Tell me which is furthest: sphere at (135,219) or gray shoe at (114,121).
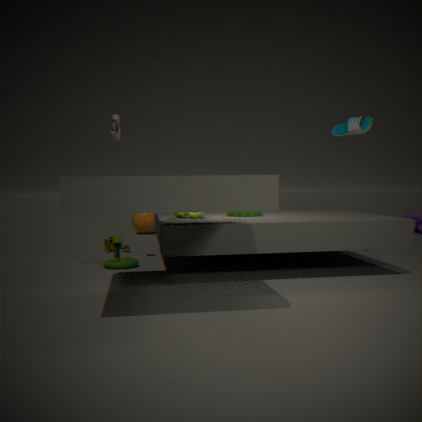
sphere at (135,219)
